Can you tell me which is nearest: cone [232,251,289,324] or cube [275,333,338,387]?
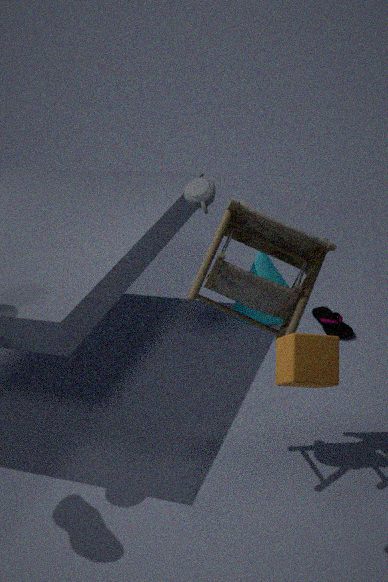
cube [275,333,338,387]
